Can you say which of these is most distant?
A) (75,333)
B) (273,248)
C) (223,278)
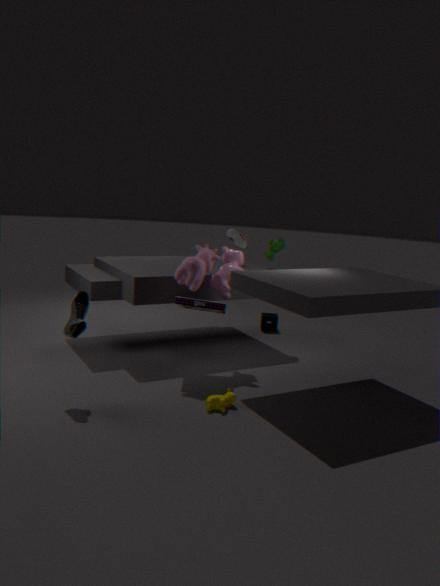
(273,248)
